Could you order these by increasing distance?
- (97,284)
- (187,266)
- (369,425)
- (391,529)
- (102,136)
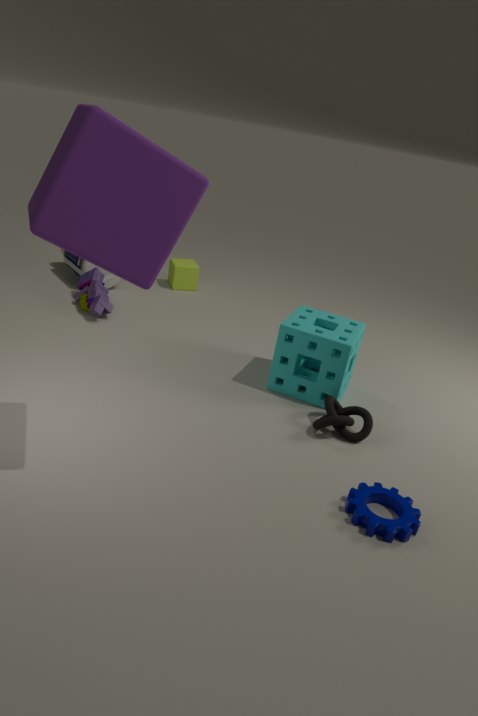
(102,136) < (391,529) < (369,425) < (97,284) < (187,266)
